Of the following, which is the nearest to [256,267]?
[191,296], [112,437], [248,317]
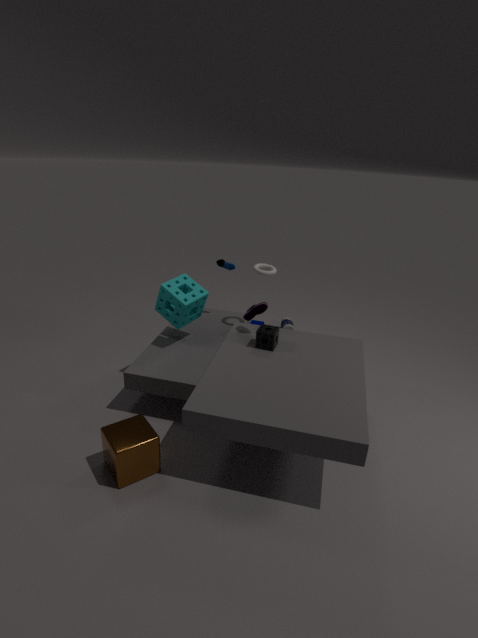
[248,317]
